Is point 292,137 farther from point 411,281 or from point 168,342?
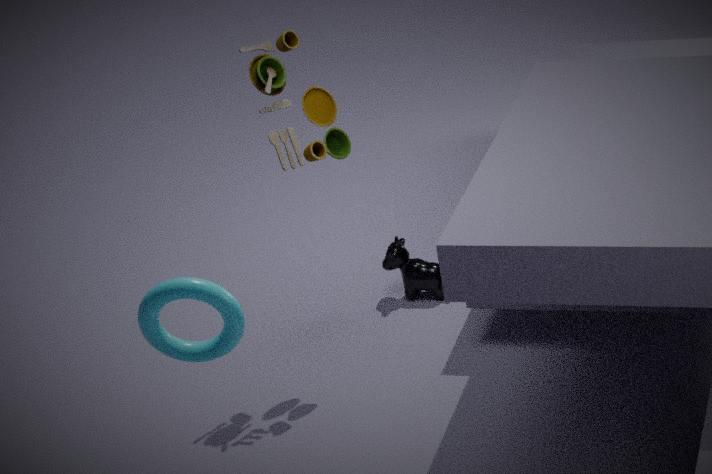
point 168,342
